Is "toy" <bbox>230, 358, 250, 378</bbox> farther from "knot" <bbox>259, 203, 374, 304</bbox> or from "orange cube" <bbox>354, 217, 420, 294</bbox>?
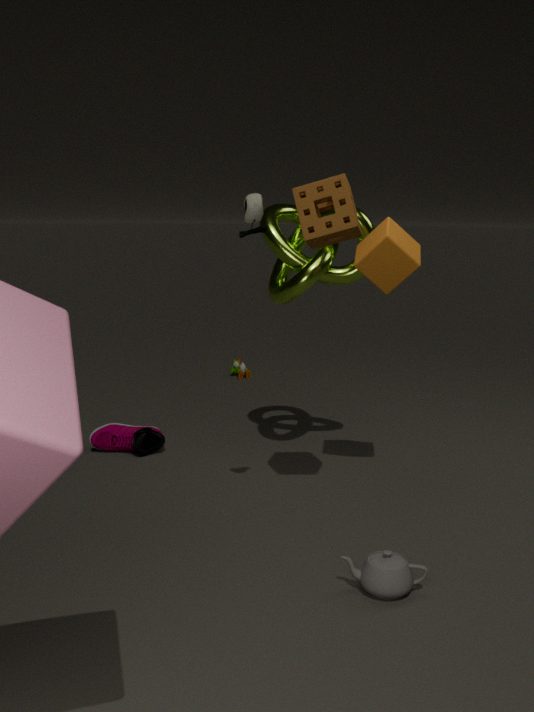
"orange cube" <bbox>354, 217, 420, 294</bbox>
